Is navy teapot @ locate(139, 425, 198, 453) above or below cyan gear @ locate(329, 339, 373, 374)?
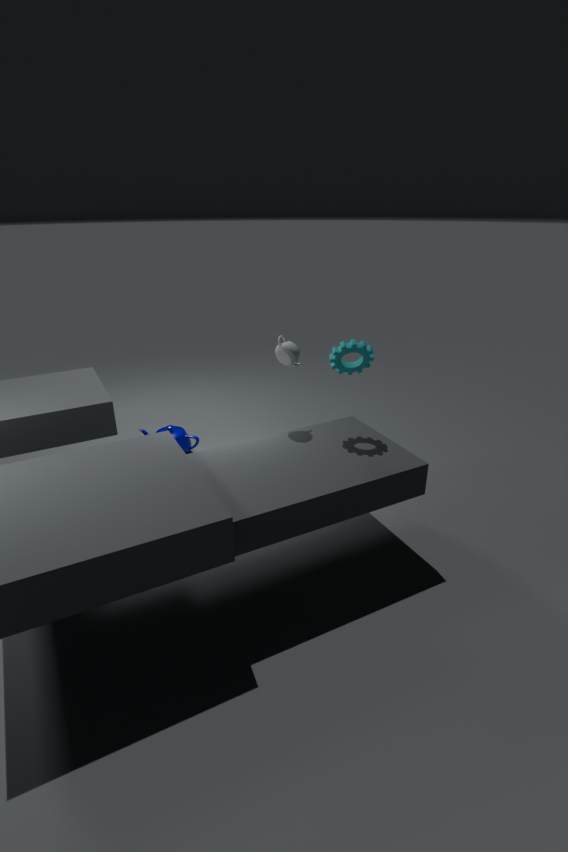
below
